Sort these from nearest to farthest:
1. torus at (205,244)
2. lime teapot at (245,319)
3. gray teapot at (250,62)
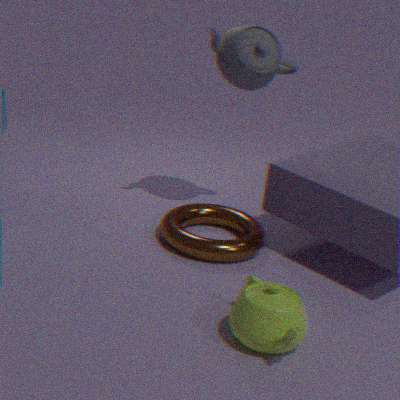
lime teapot at (245,319), torus at (205,244), gray teapot at (250,62)
